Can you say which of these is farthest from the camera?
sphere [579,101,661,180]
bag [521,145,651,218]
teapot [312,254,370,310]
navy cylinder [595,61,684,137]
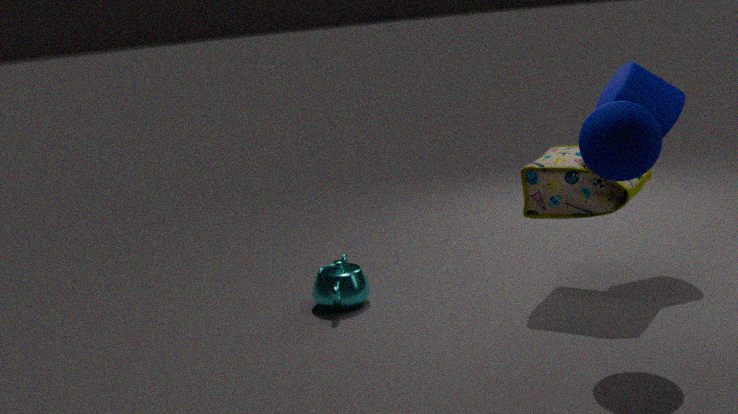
teapot [312,254,370,310]
